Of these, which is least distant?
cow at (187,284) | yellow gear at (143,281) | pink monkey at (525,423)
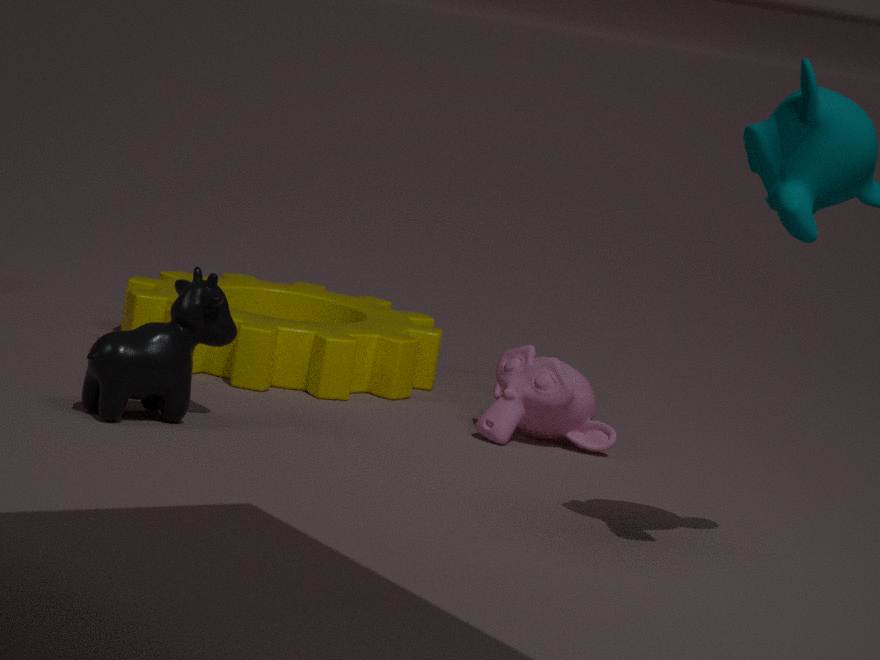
cow at (187,284)
